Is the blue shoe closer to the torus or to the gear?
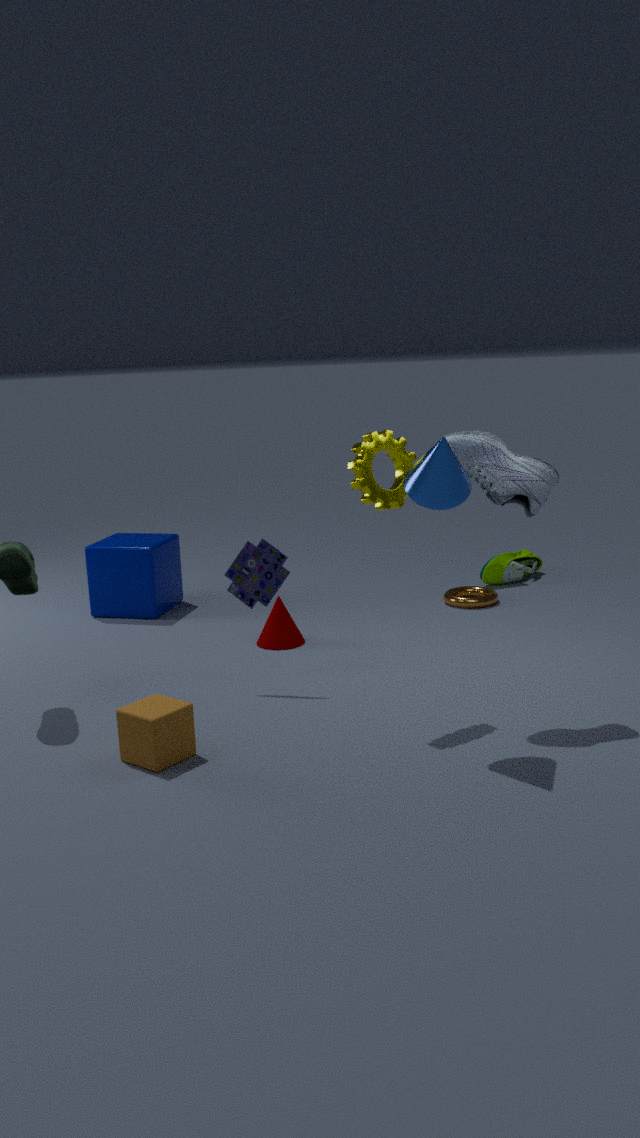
the gear
